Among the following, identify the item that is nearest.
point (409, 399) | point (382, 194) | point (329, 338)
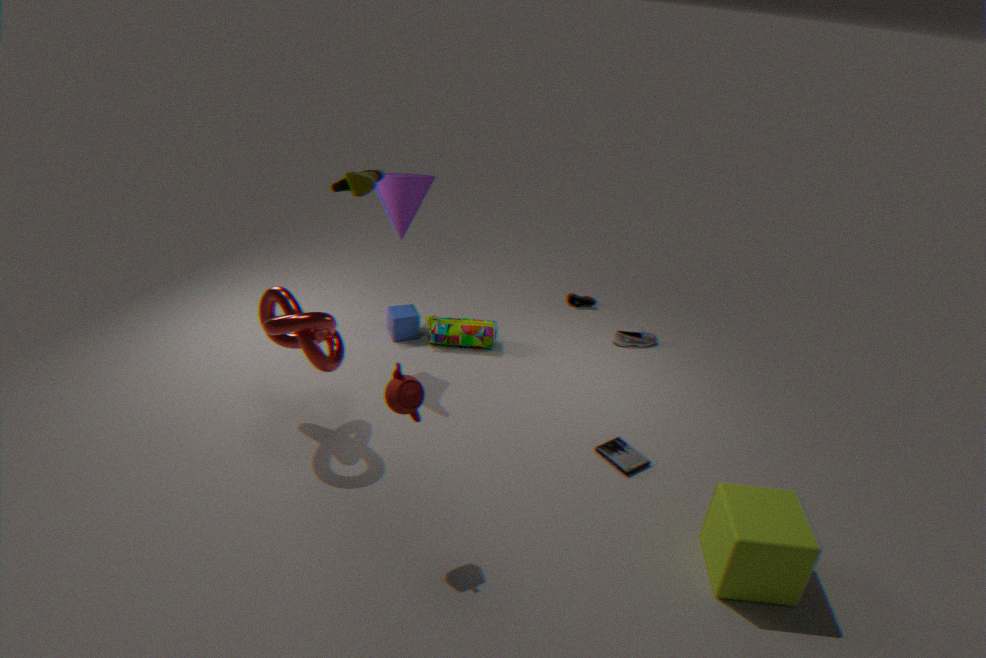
point (409, 399)
